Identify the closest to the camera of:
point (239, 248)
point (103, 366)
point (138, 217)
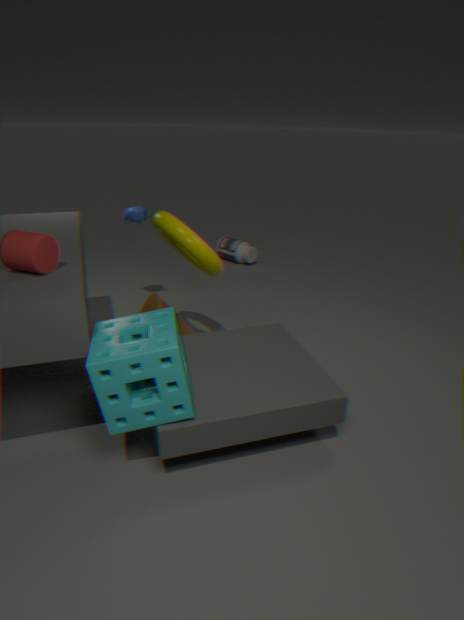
point (103, 366)
